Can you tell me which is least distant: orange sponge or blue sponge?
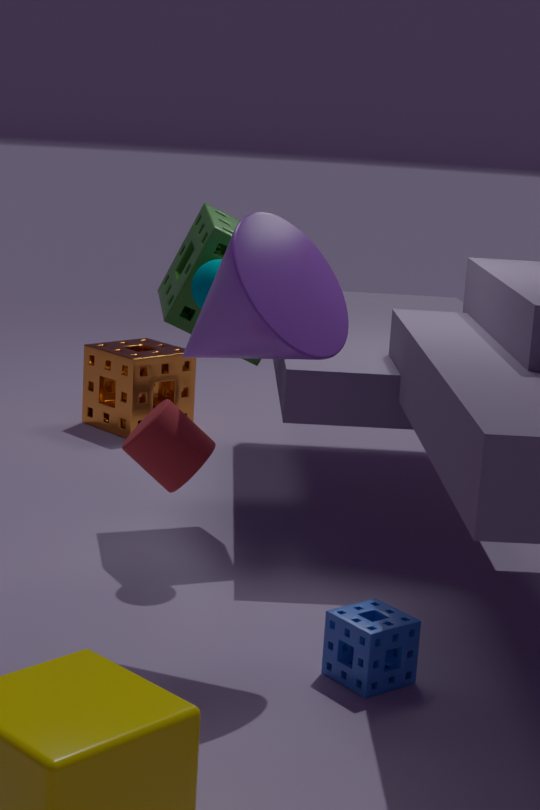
blue sponge
